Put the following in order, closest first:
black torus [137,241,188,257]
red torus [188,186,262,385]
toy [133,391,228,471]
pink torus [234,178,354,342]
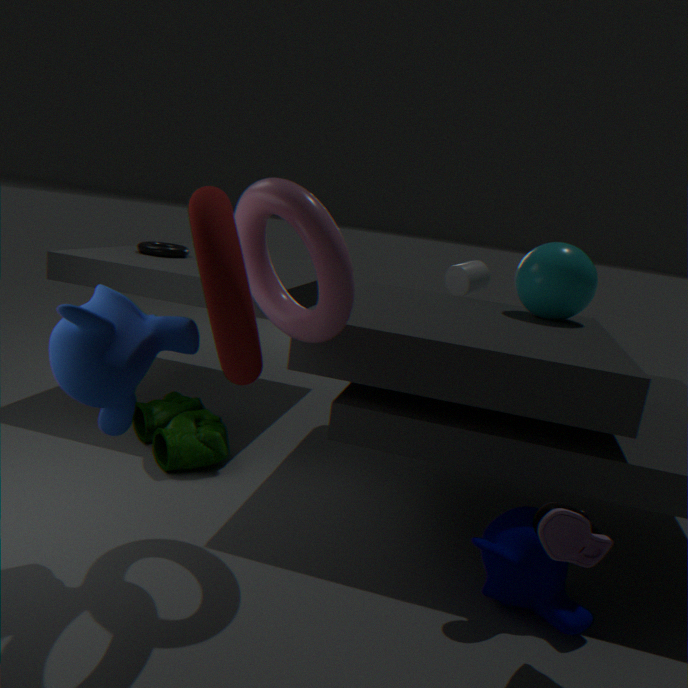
red torus [188,186,262,385], pink torus [234,178,354,342], toy [133,391,228,471], black torus [137,241,188,257]
